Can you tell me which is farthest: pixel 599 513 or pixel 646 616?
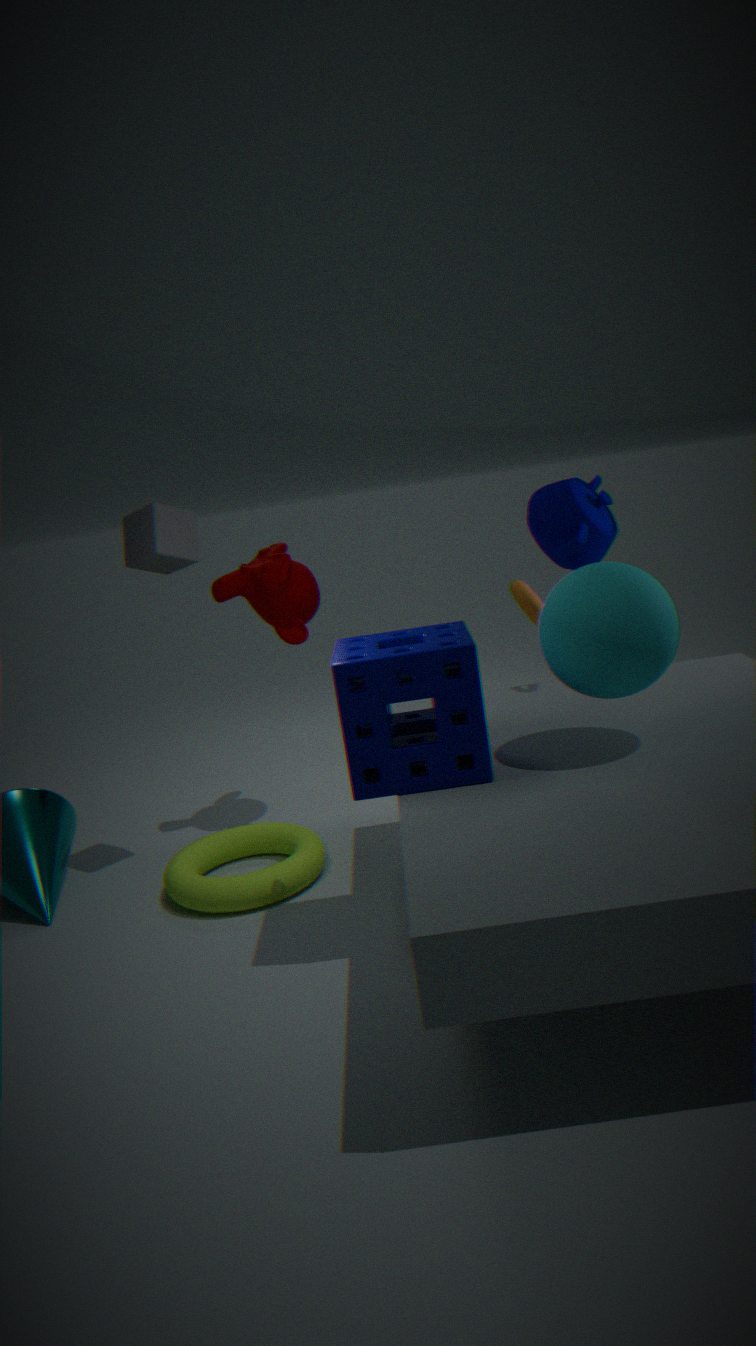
pixel 599 513
